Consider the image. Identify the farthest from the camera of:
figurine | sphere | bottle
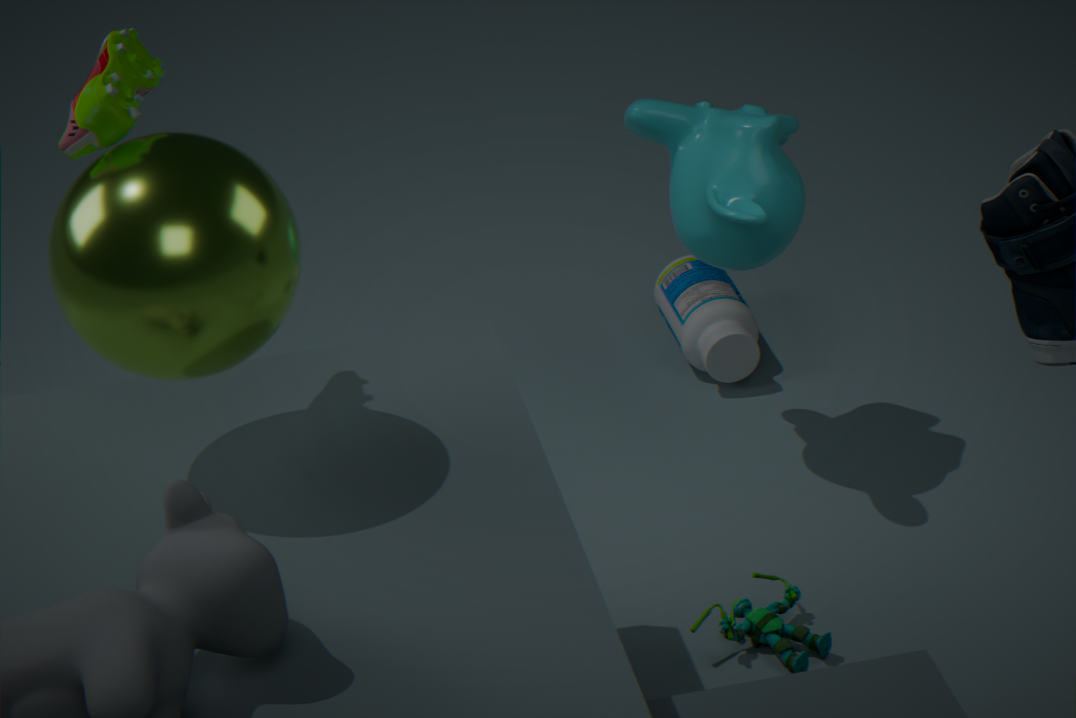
bottle
